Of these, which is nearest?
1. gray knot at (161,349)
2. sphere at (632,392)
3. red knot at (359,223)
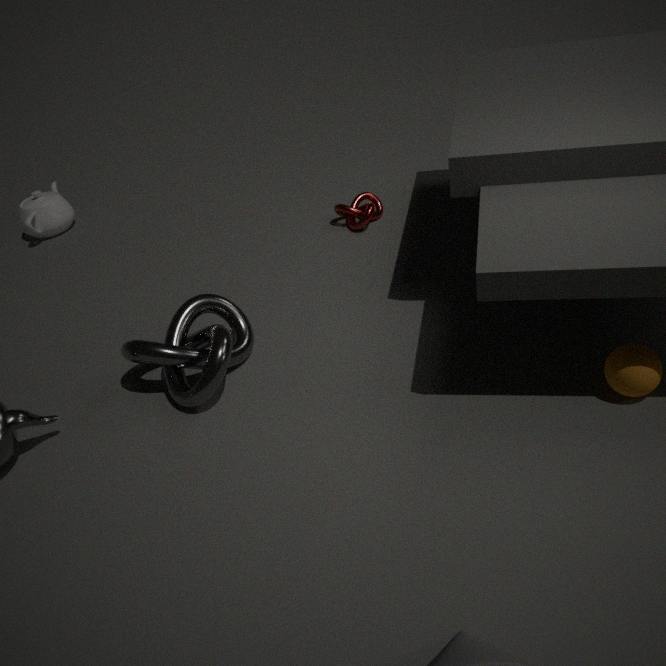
sphere at (632,392)
